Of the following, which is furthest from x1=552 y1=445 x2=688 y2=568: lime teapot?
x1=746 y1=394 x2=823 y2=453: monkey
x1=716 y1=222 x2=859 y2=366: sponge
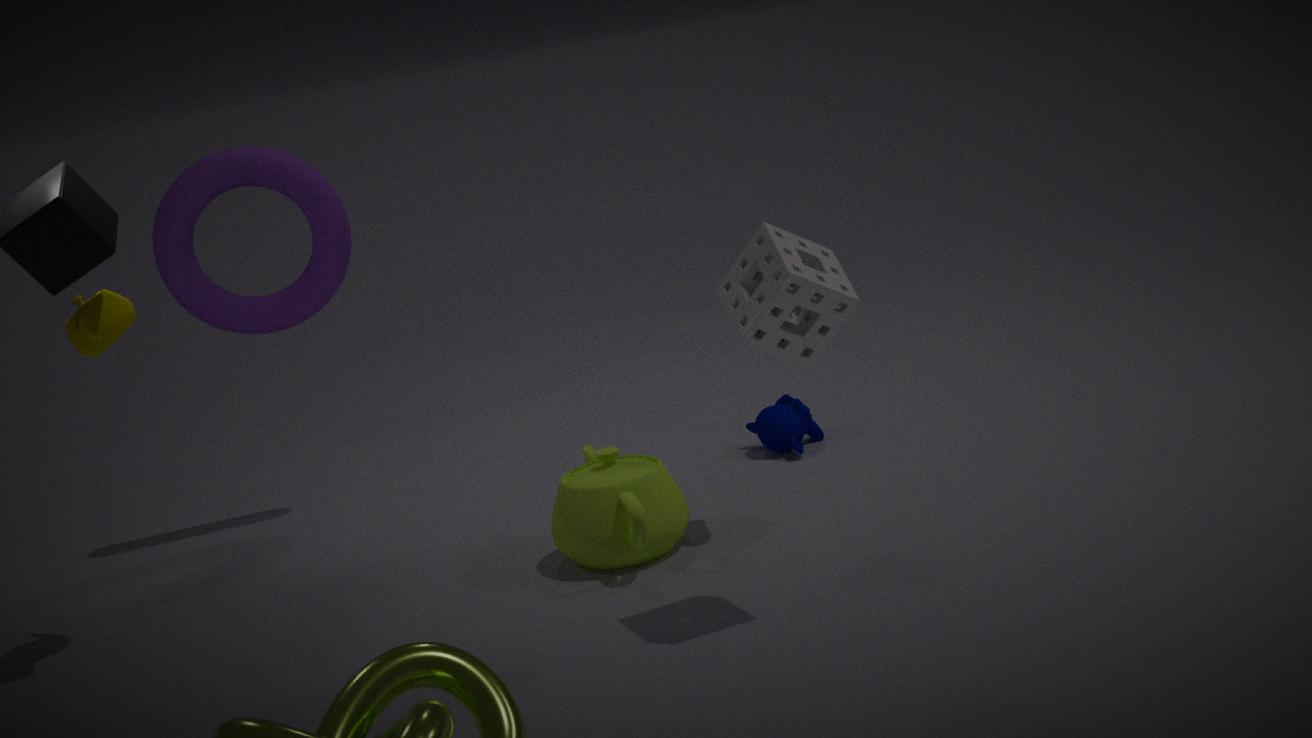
x1=716 y1=222 x2=859 y2=366: sponge
